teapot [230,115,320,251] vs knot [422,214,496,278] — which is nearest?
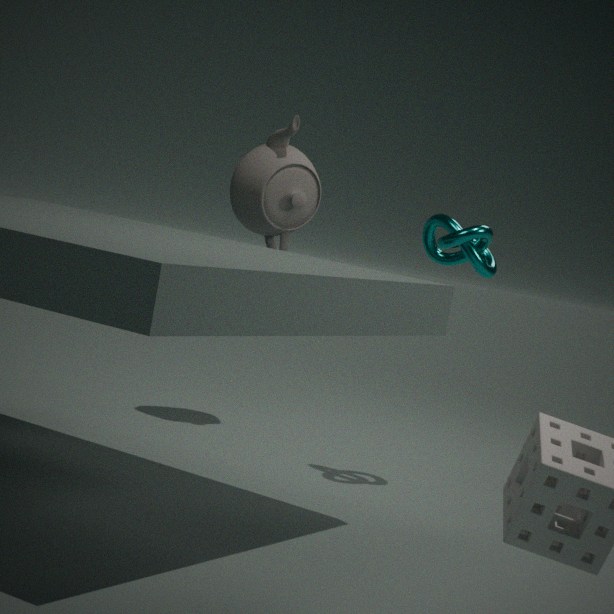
knot [422,214,496,278]
